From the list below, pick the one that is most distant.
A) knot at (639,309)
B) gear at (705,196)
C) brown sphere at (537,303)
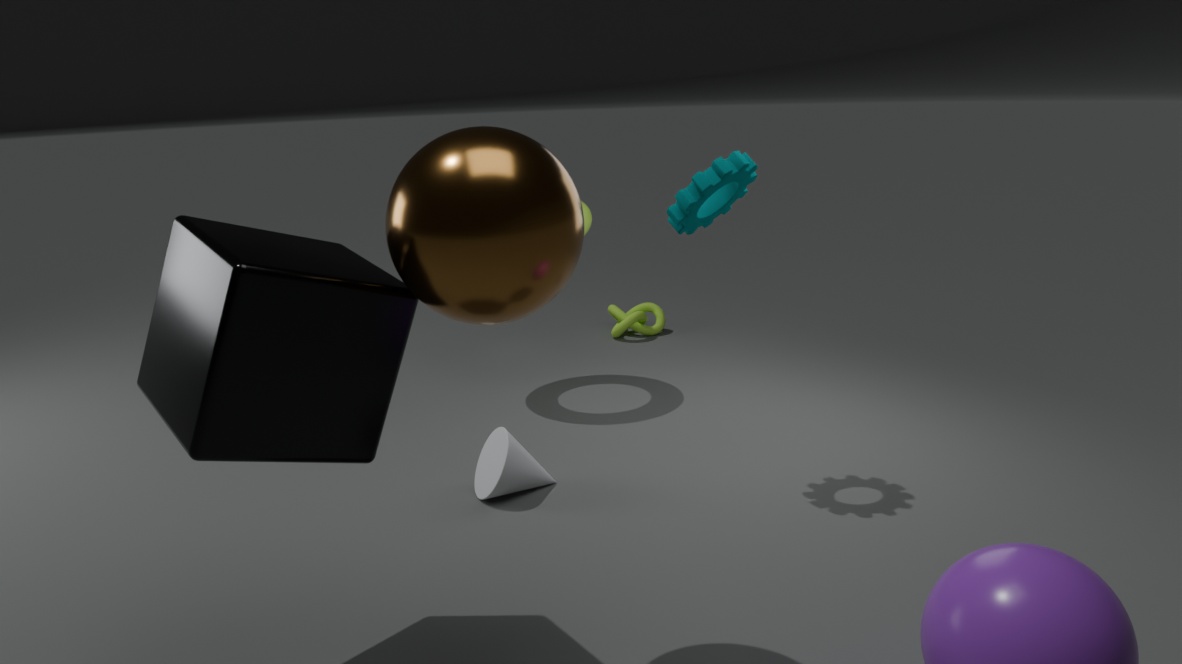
knot at (639,309)
